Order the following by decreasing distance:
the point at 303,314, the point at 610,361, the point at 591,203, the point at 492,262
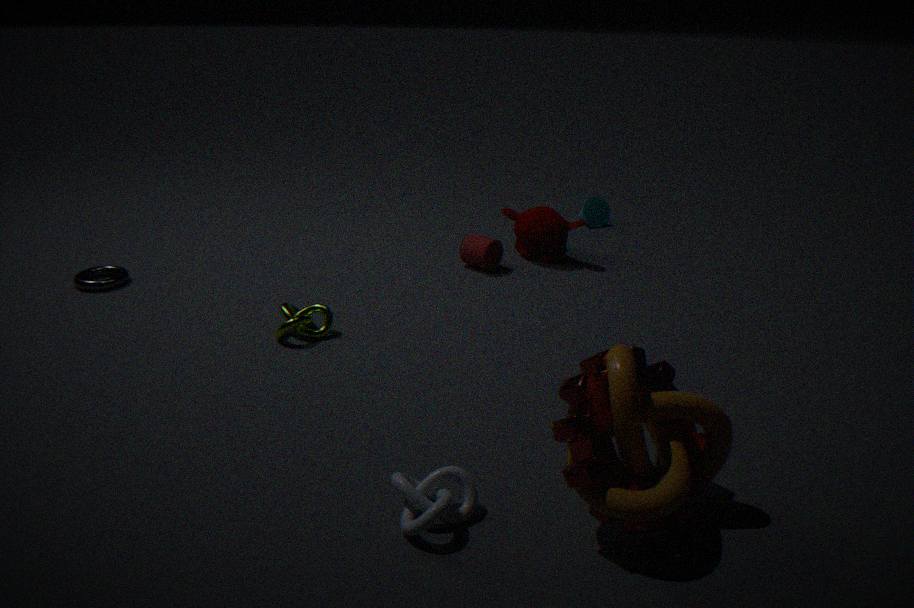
the point at 591,203, the point at 492,262, the point at 303,314, the point at 610,361
